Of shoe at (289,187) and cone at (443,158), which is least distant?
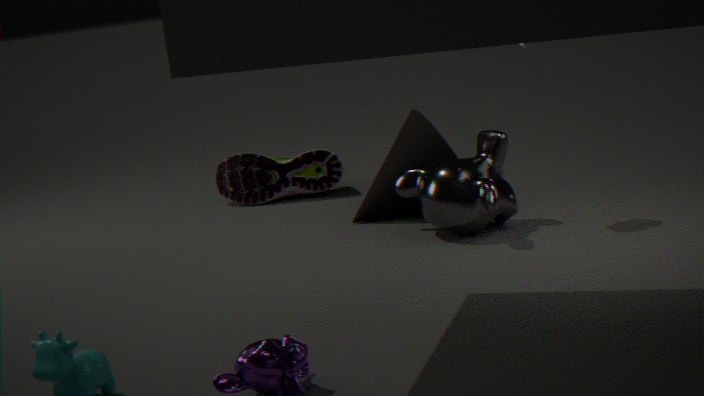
cone at (443,158)
